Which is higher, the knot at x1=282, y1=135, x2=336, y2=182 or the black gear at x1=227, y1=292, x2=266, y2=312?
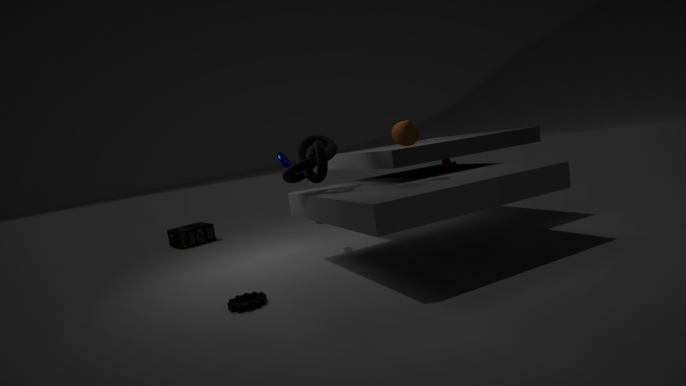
the knot at x1=282, y1=135, x2=336, y2=182
